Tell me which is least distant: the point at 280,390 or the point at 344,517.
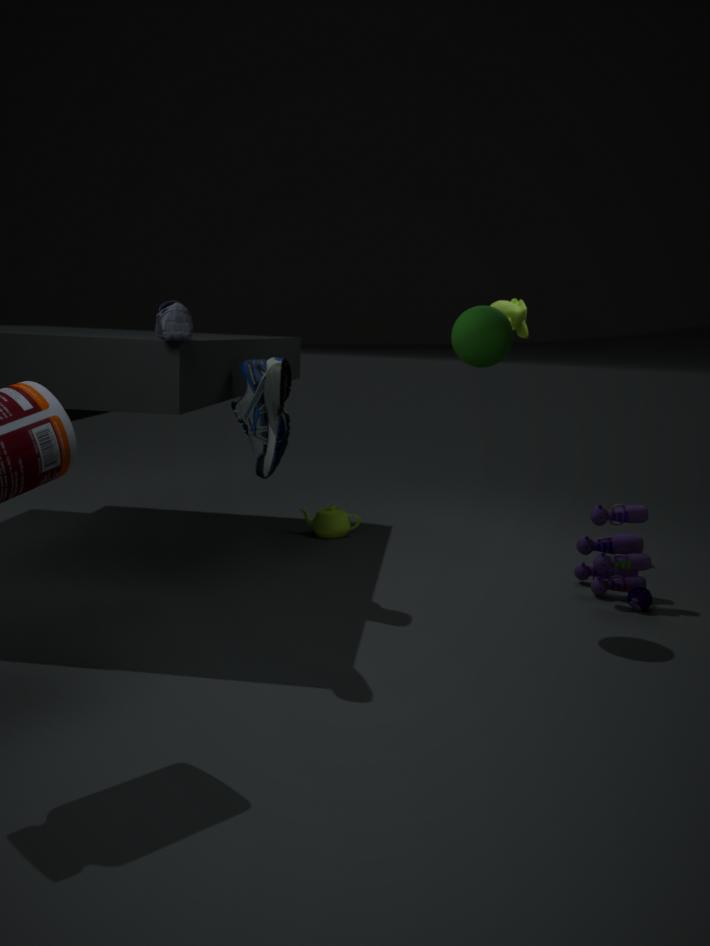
the point at 280,390
